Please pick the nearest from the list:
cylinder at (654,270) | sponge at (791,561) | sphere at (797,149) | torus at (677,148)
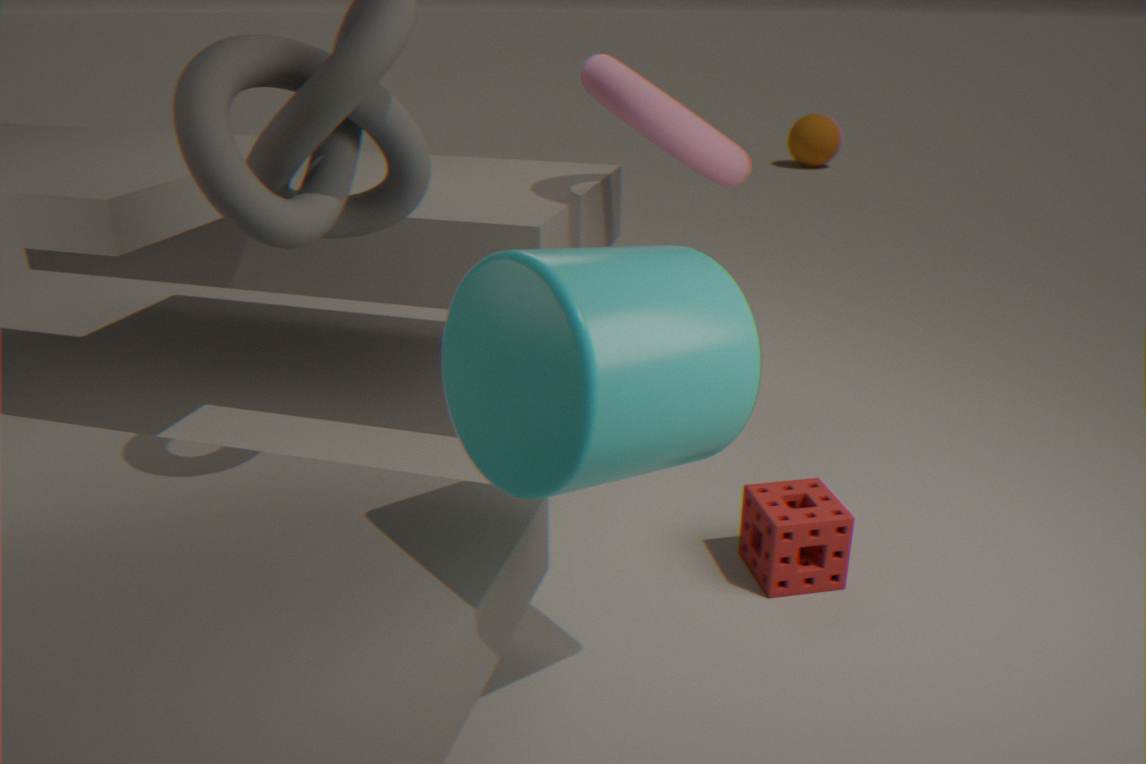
cylinder at (654,270)
